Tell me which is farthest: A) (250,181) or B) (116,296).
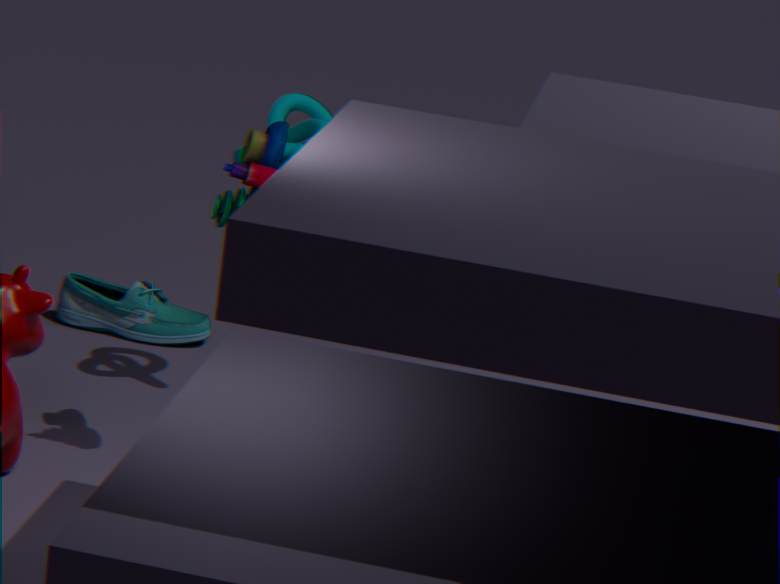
B. (116,296)
